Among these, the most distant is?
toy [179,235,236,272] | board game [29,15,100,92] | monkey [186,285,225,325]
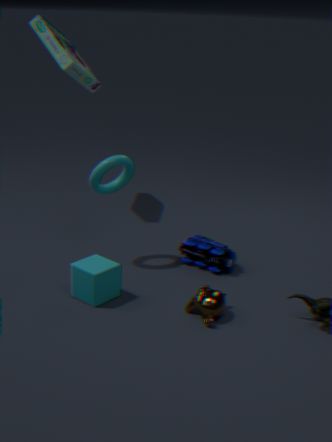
board game [29,15,100,92]
